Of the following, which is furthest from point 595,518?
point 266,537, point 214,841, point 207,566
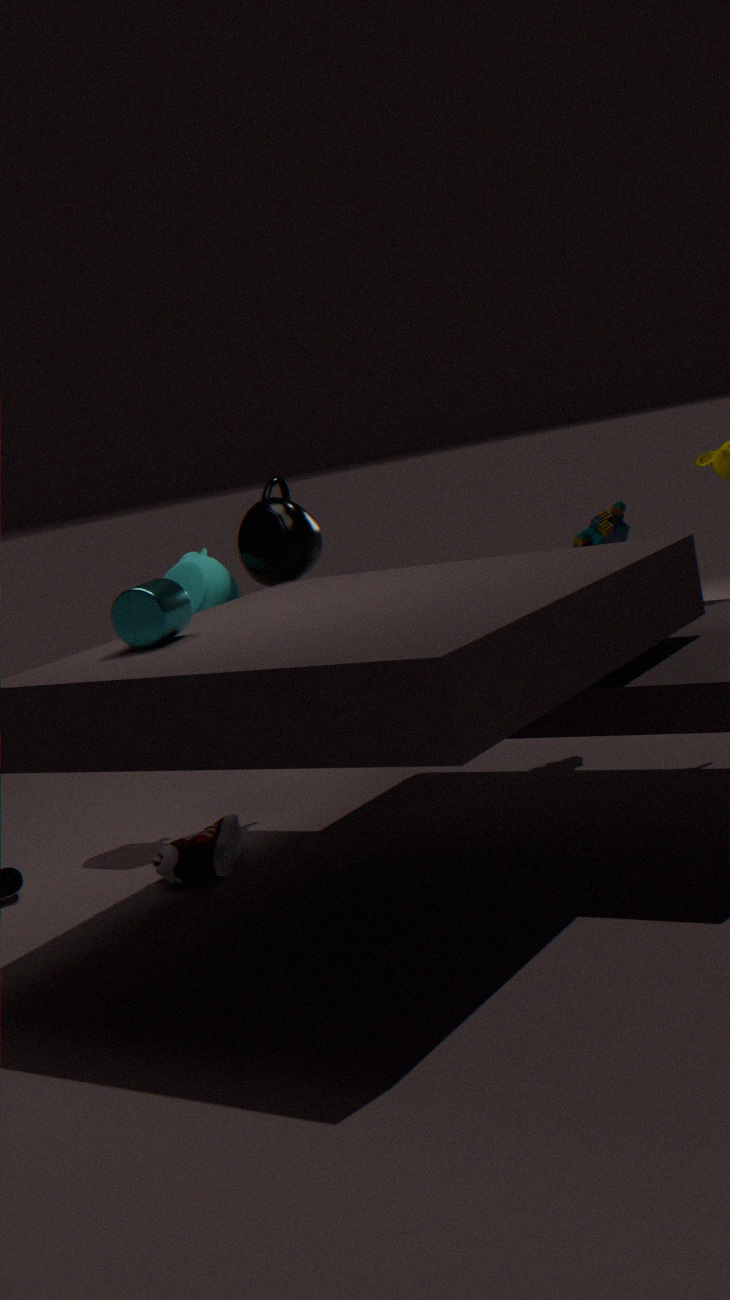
point 214,841
